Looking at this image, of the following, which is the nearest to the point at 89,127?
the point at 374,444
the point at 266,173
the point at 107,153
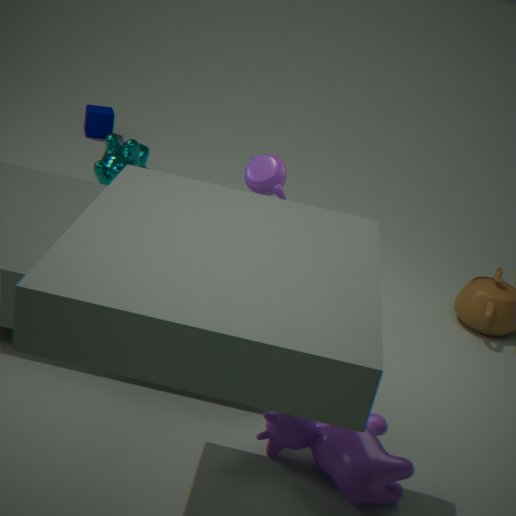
the point at 107,153
